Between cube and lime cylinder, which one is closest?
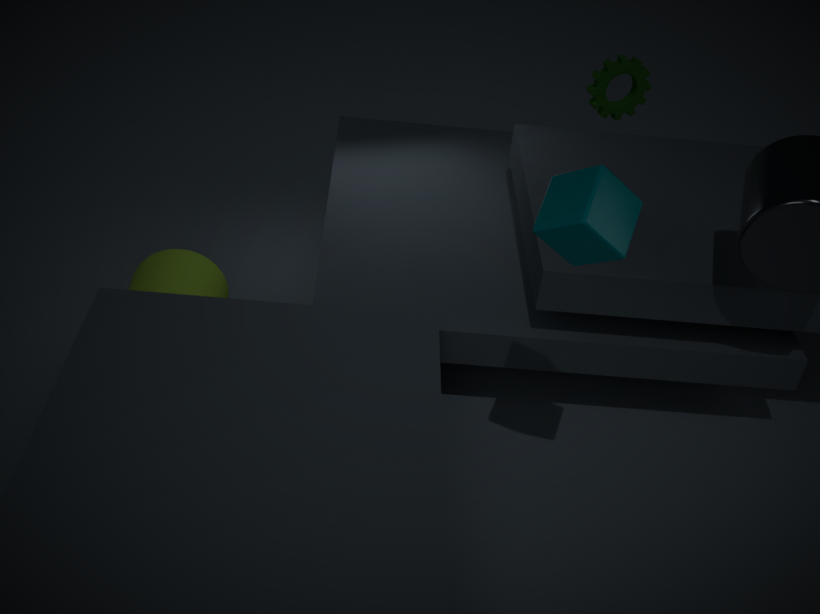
cube
